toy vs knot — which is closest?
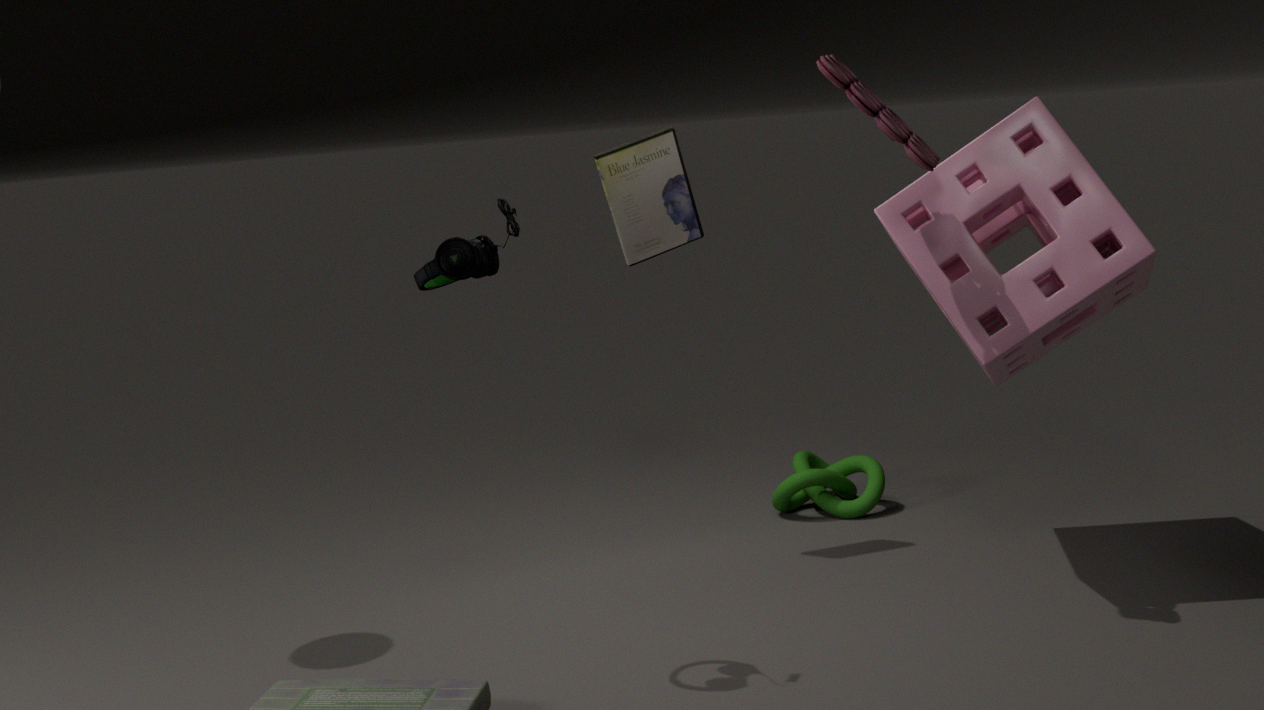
toy
